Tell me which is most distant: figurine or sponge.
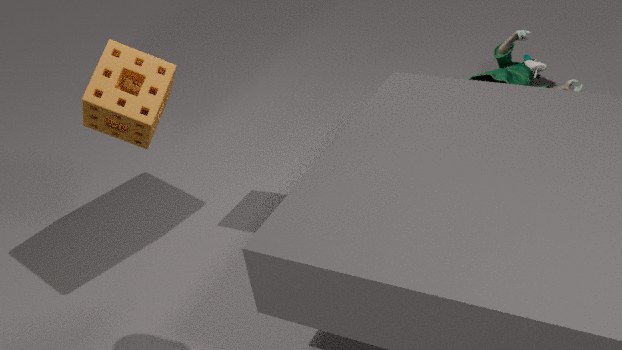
figurine
